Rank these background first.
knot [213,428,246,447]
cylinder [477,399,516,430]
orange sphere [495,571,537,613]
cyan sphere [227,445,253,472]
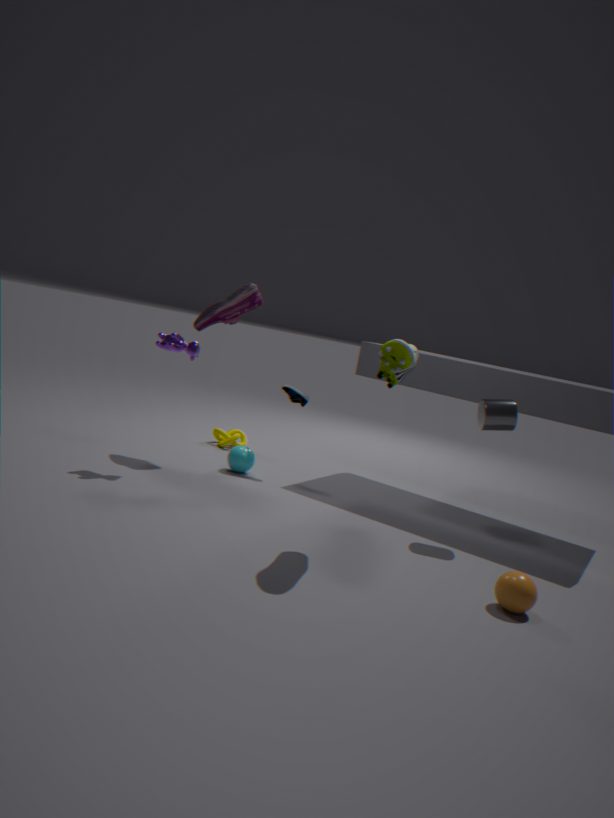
knot [213,428,246,447] < cyan sphere [227,445,253,472] < cylinder [477,399,516,430] < orange sphere [495,571,537,613]
